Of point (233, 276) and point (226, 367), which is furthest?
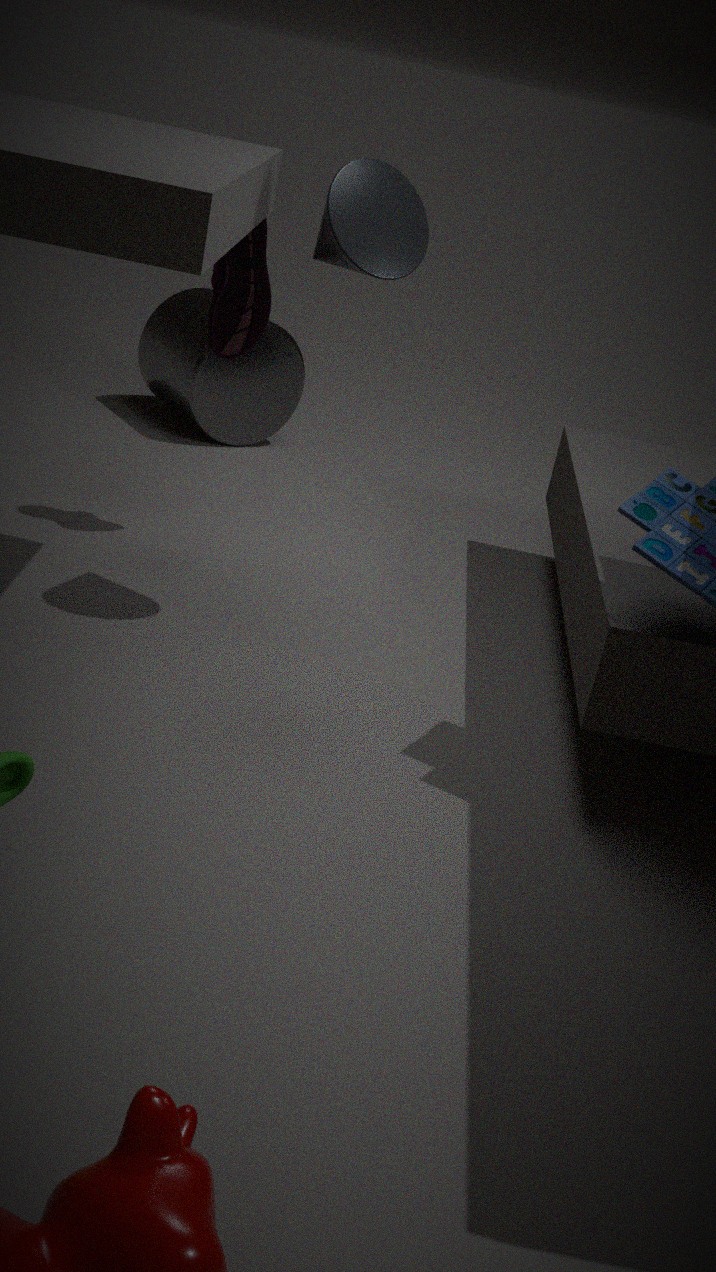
point (226, 367)
